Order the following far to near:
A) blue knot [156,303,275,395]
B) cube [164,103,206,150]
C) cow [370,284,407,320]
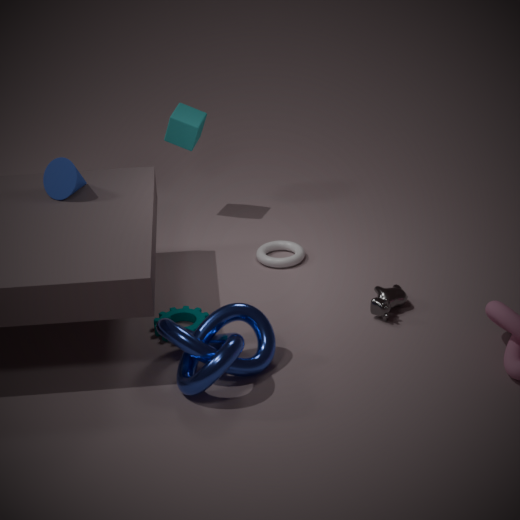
cube [164,103,206,150], cow [370,284,407,320], blue knot [156,303,275,395]
